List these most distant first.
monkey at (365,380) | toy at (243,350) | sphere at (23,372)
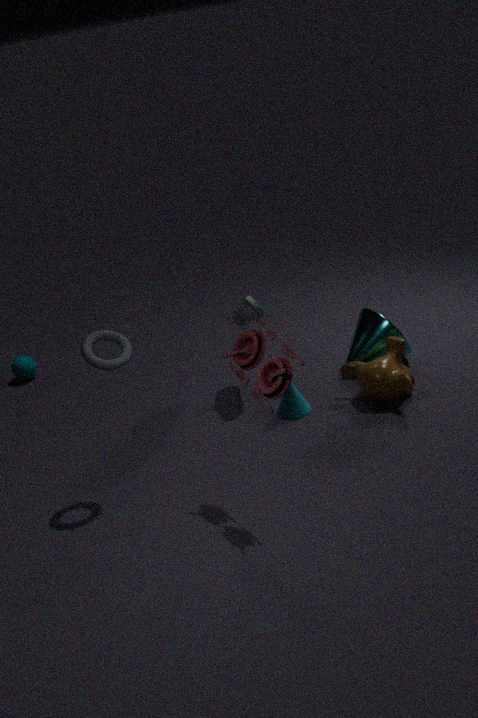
sphere at (23,372) < monkey at (365,380) < toy at (243,350)
